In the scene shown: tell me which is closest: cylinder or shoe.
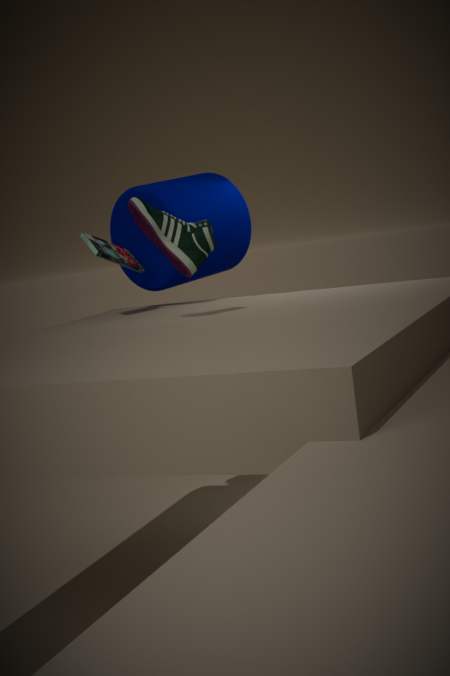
shoe
